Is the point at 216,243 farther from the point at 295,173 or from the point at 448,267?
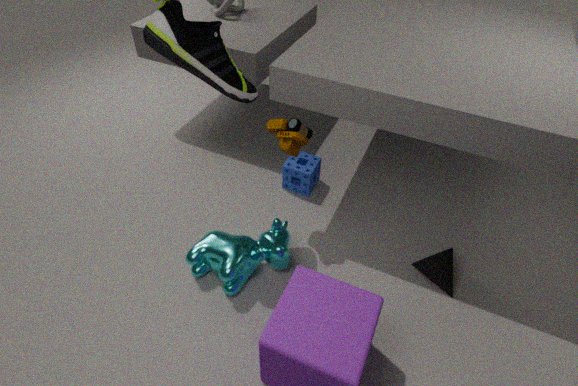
the point at 448,267
